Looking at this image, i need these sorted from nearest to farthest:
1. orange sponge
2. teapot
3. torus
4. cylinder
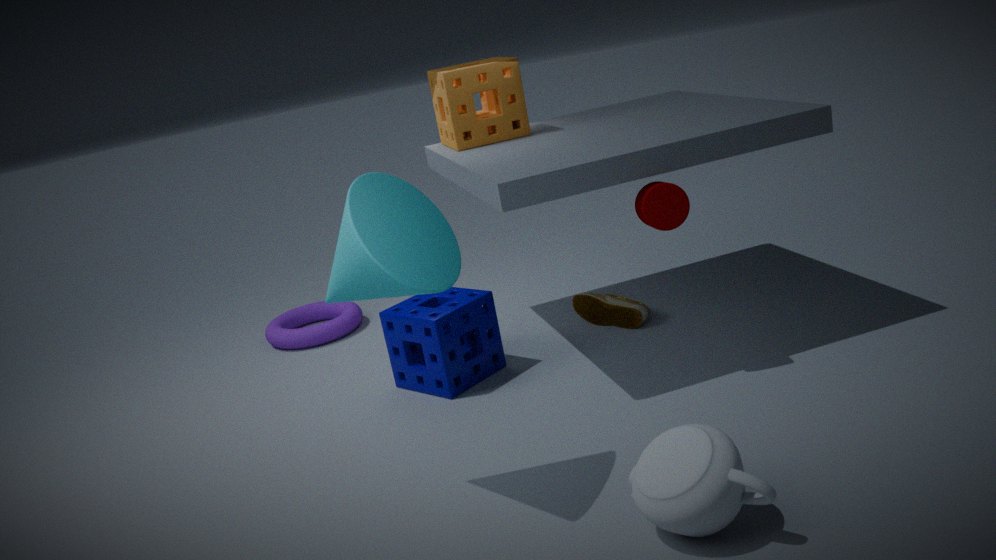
teapot → cylinder → orange sponge → torus
